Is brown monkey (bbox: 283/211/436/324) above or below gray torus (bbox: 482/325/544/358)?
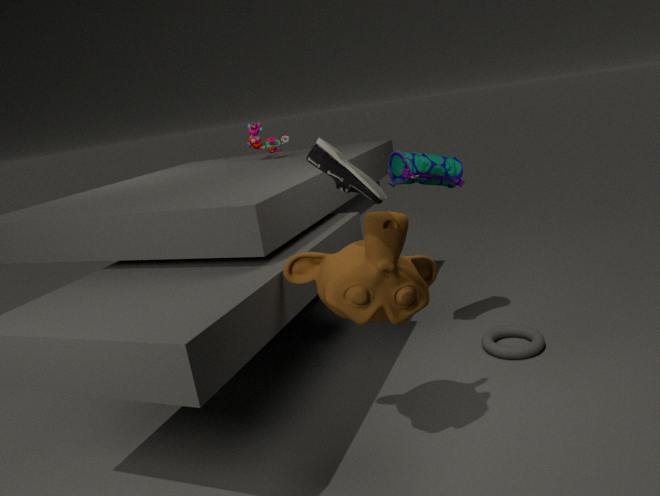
above
